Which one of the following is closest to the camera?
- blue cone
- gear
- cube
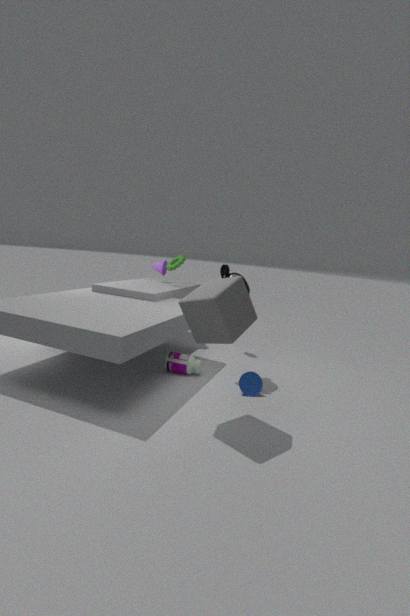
cube
